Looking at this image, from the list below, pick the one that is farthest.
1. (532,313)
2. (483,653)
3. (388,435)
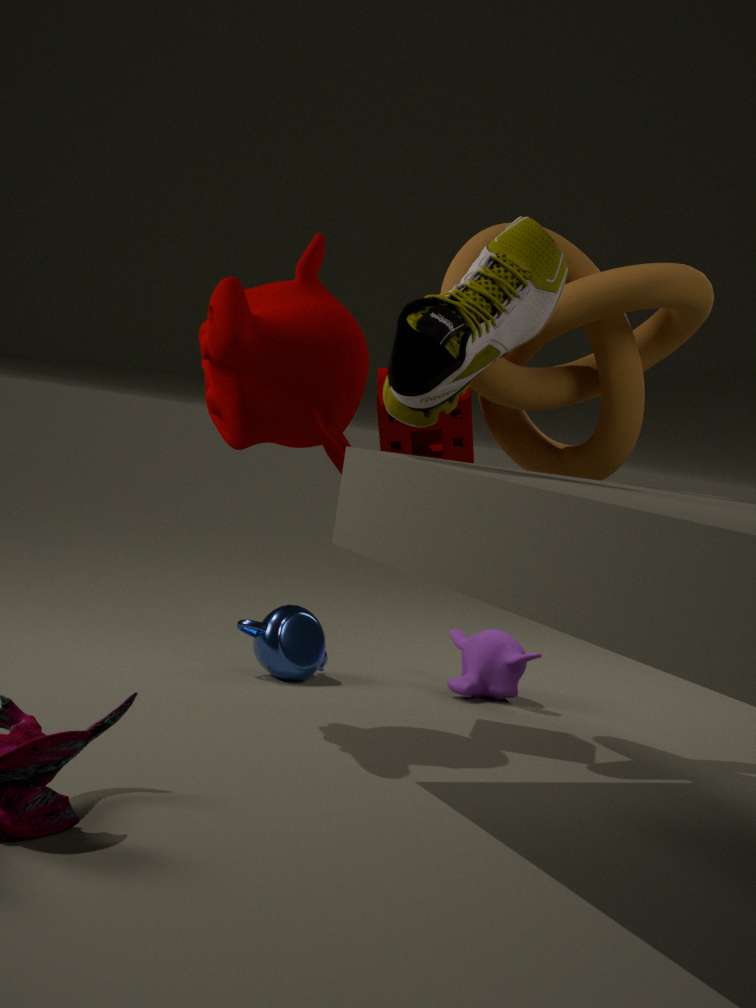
(483,653)
